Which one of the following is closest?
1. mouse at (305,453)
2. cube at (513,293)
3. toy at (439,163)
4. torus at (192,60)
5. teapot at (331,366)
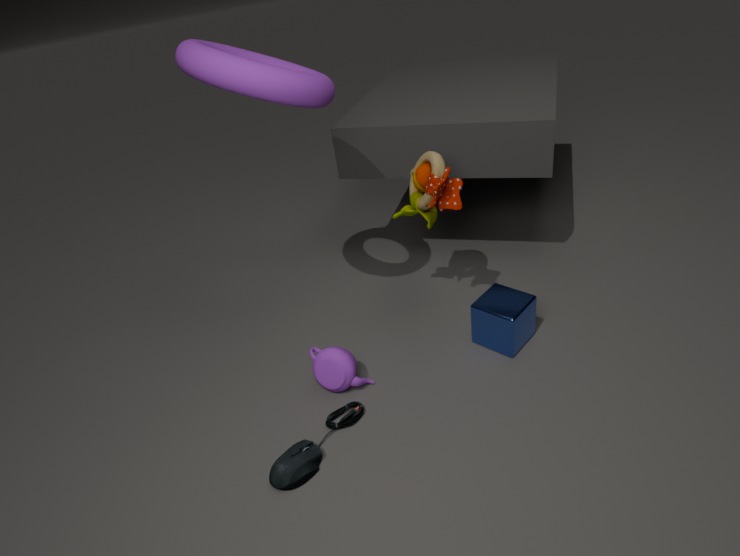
torus at (192,60)
